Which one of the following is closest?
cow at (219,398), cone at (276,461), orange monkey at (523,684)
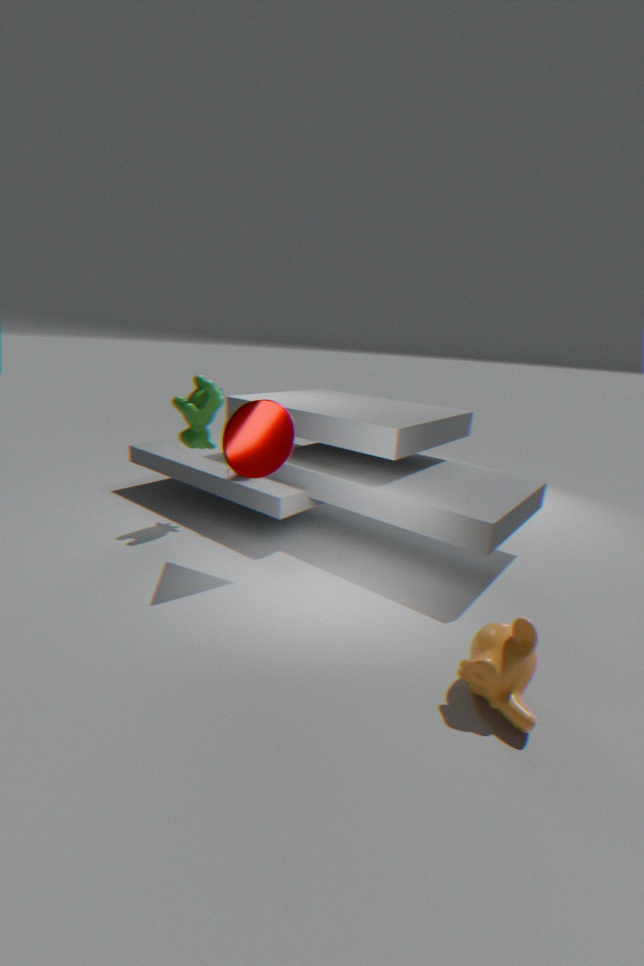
orange monkey at (523,684)
